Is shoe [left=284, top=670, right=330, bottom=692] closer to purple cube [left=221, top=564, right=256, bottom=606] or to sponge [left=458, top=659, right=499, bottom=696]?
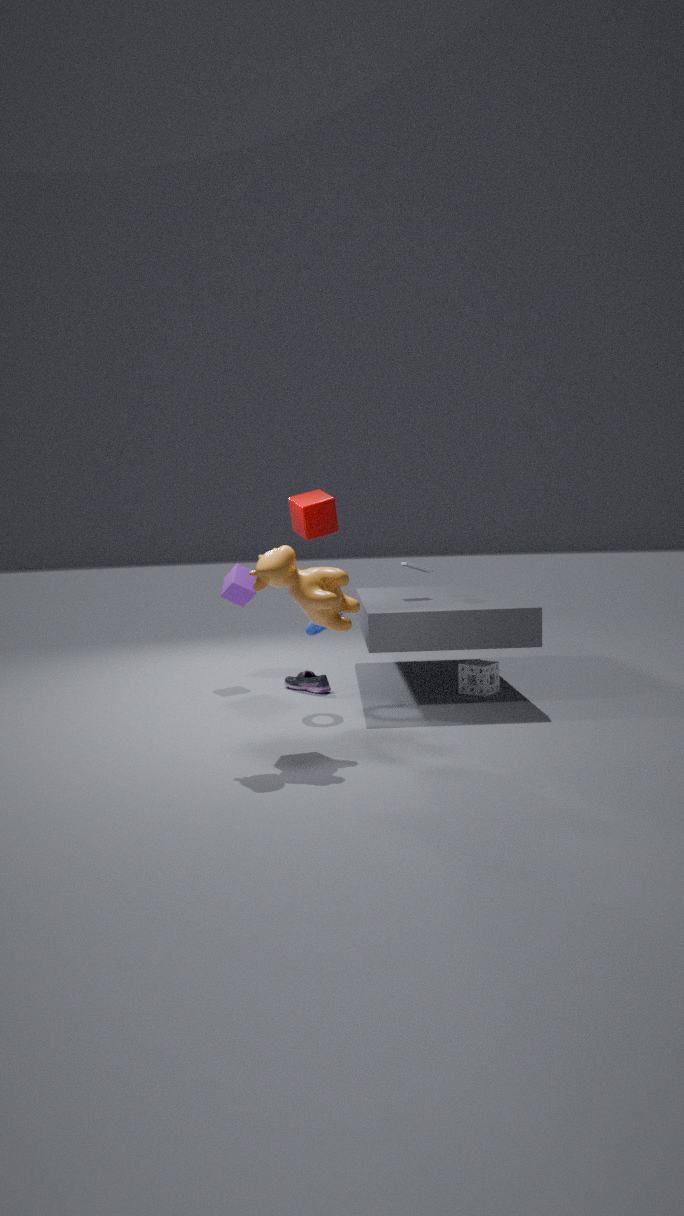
purple cube [left=221, top=564, right=256, bottom=606]
